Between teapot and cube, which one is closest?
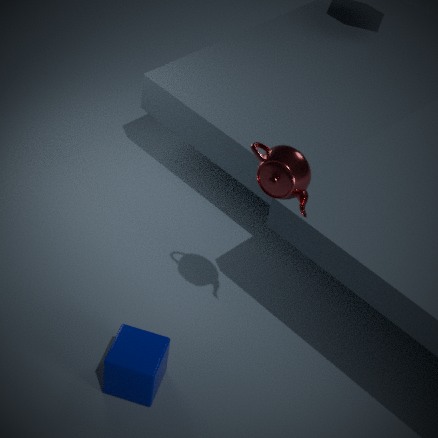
teapot
